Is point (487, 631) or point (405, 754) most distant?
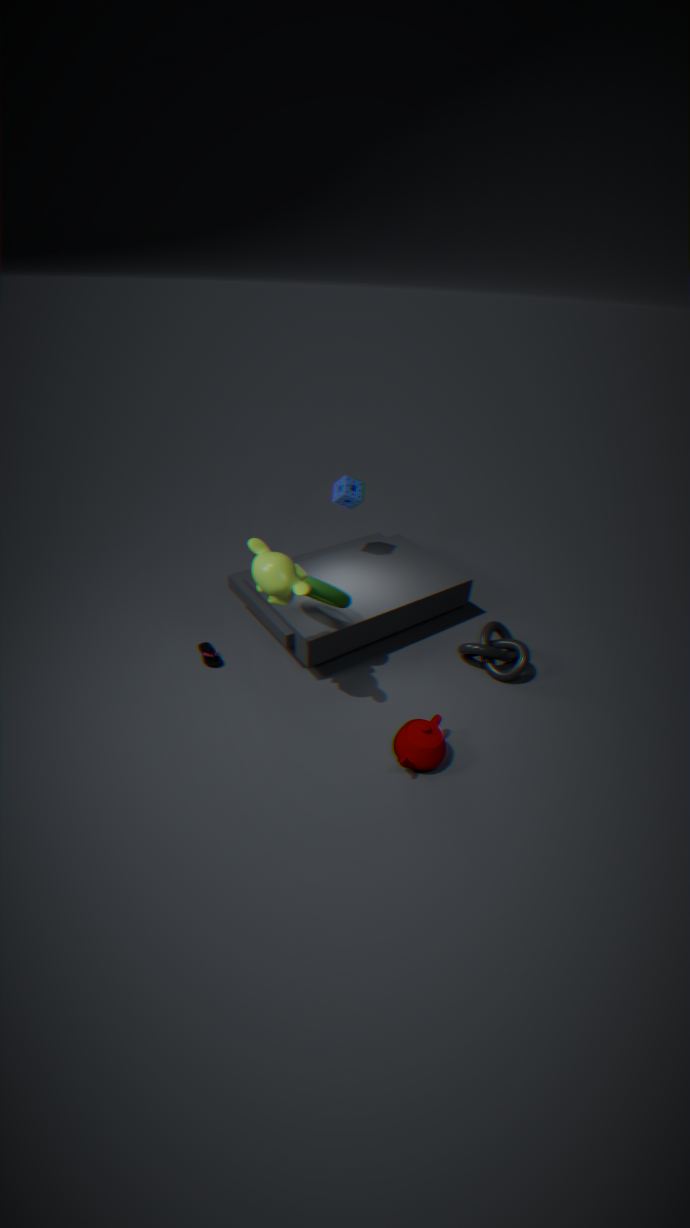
point (487, 631)
